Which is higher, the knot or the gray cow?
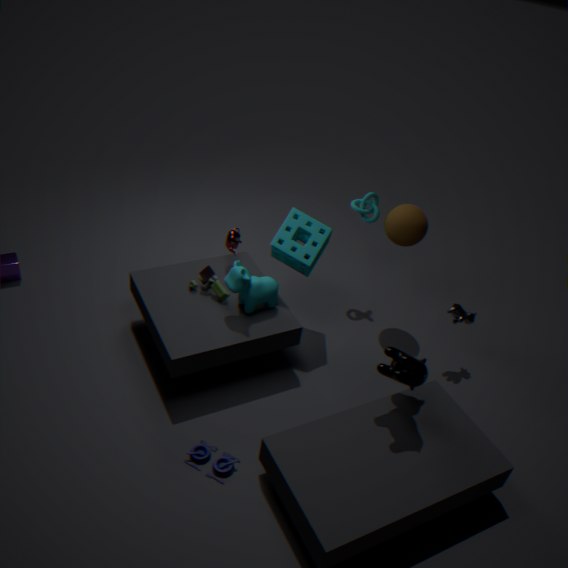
the knot
